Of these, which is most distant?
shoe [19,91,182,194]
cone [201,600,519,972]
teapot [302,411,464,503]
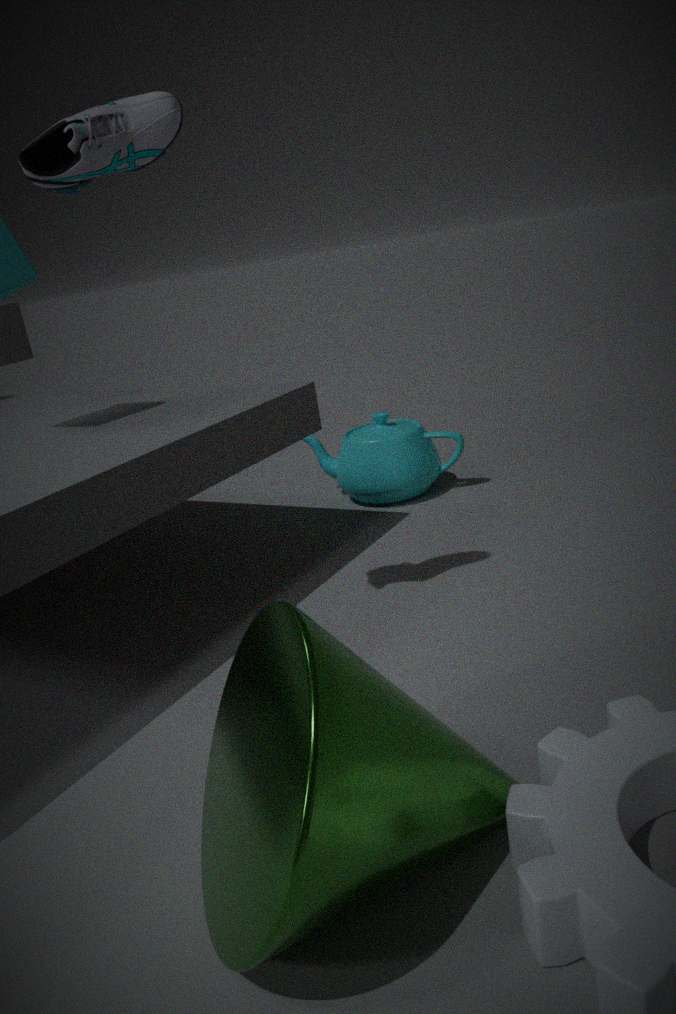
teapot [302,411,464,503]
